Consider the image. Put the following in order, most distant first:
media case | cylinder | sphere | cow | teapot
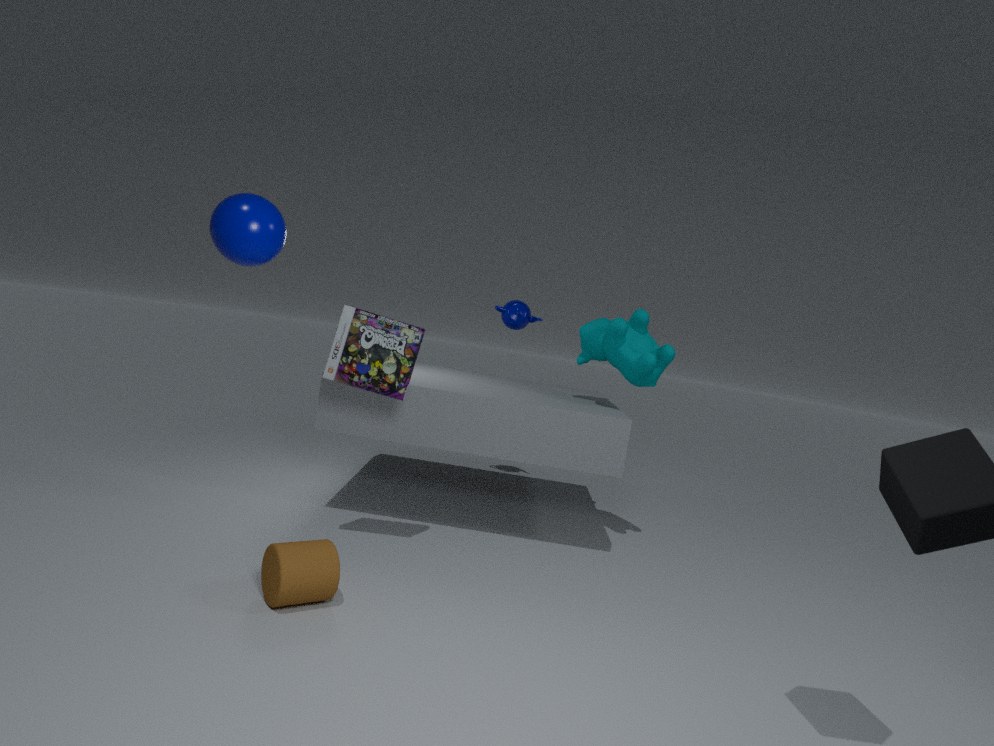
teapot → cow → media case → cylinder → sphere
